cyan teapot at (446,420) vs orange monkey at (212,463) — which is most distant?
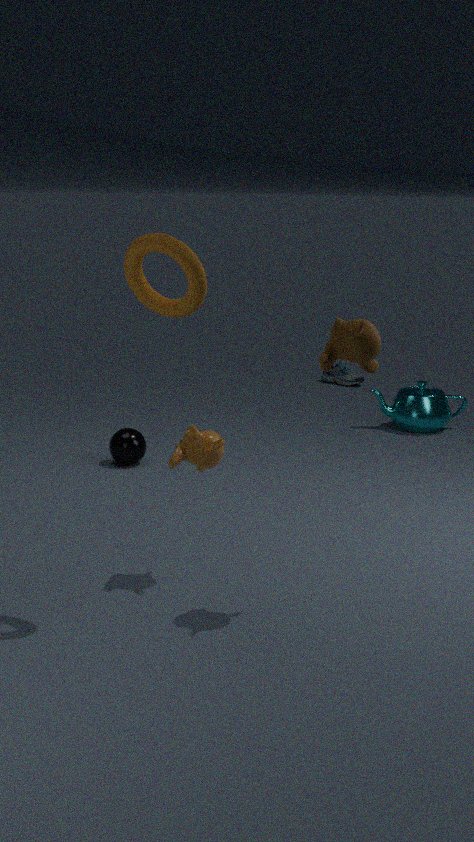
cyan teapot at (446,420)
